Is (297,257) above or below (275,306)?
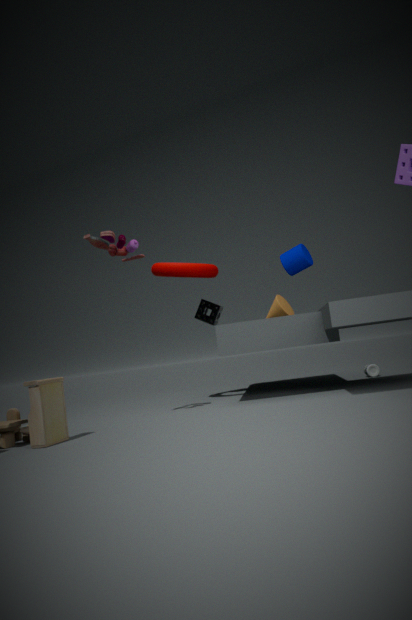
above
